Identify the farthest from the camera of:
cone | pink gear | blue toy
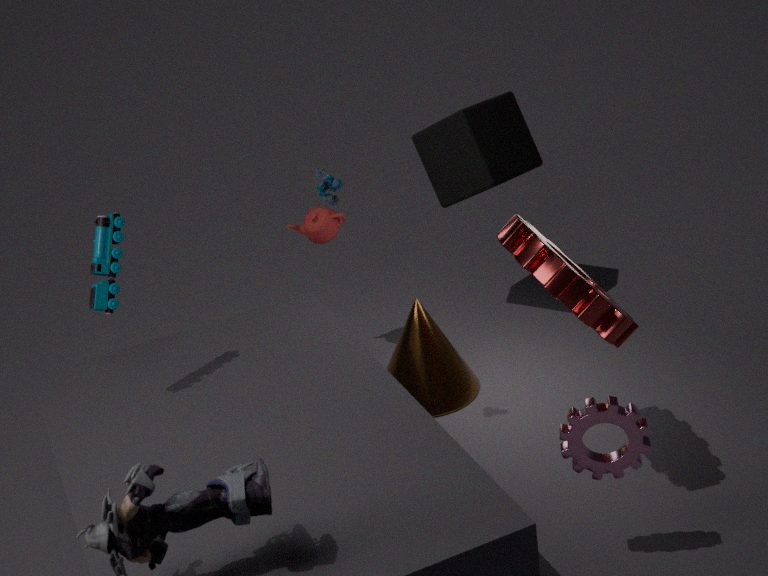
cone
